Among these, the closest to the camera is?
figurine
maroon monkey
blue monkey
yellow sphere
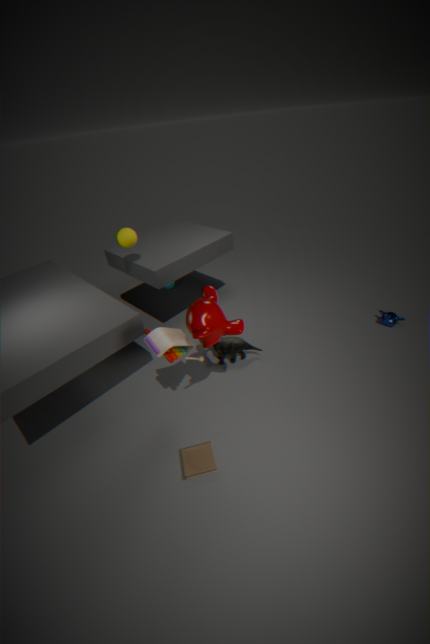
maroon monkey
